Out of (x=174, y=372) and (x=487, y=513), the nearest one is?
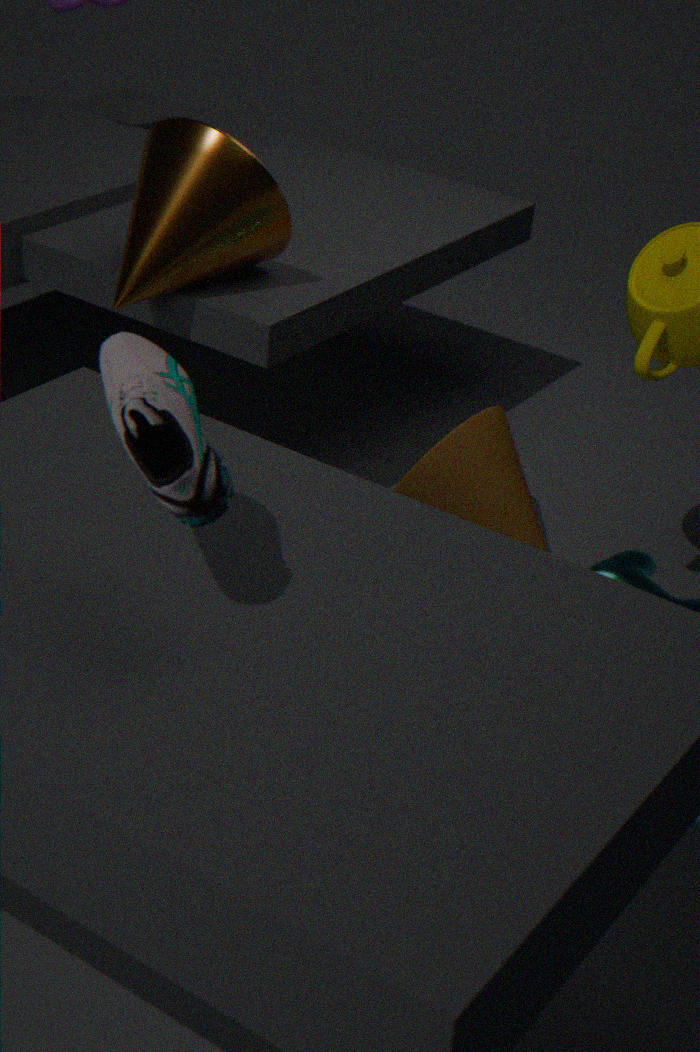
(x=174, y=372)
